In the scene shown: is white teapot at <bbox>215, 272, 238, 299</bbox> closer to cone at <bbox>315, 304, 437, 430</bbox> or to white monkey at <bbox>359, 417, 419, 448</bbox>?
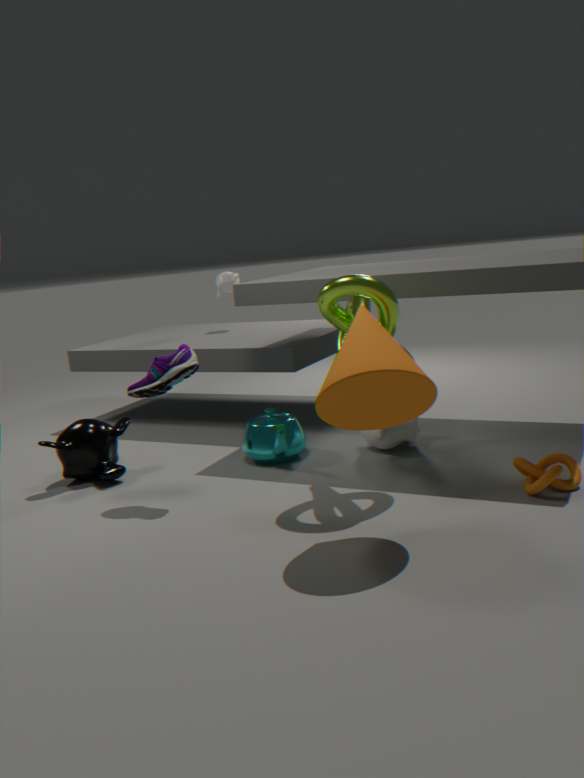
white monkey at <bbox>359, 417, 419, 448</bbox>
